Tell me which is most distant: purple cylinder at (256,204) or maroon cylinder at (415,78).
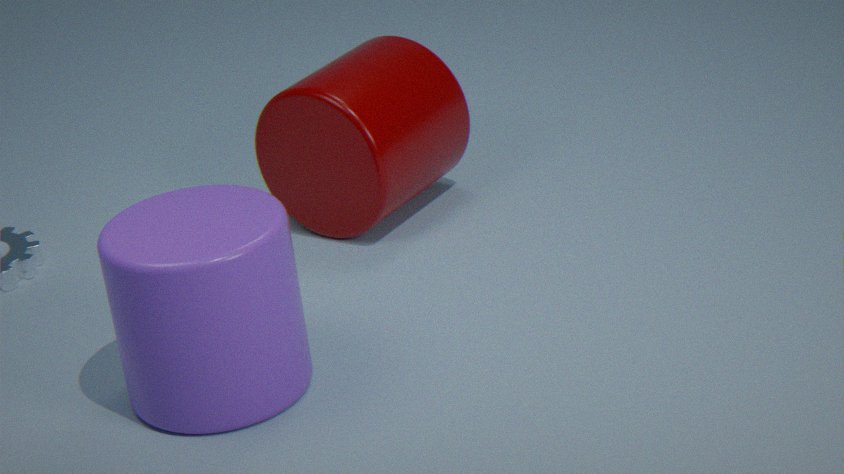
maroon cylinder at (415,78)
